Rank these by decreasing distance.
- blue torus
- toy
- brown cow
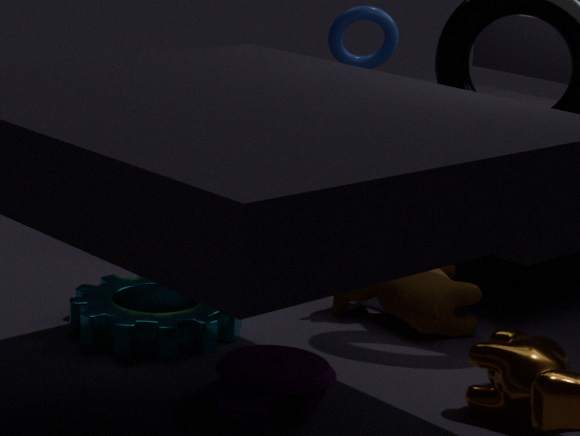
1. blue torus
2. brown cow
3. toy
